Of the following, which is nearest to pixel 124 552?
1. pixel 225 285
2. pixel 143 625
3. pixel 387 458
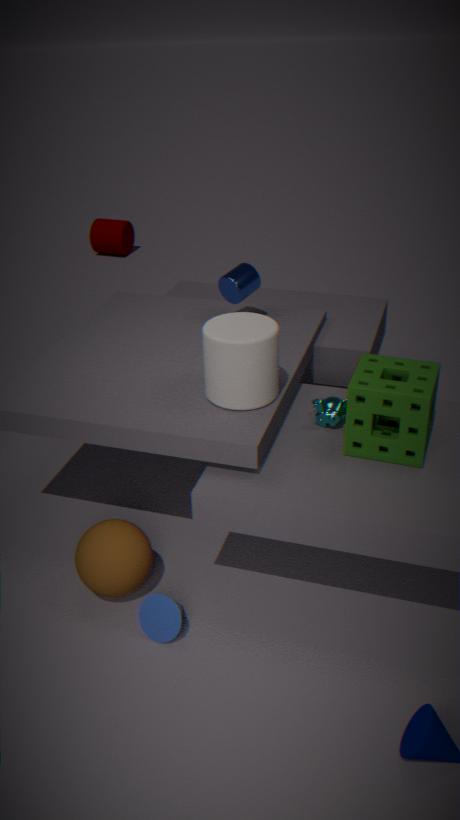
pixel 143 625
